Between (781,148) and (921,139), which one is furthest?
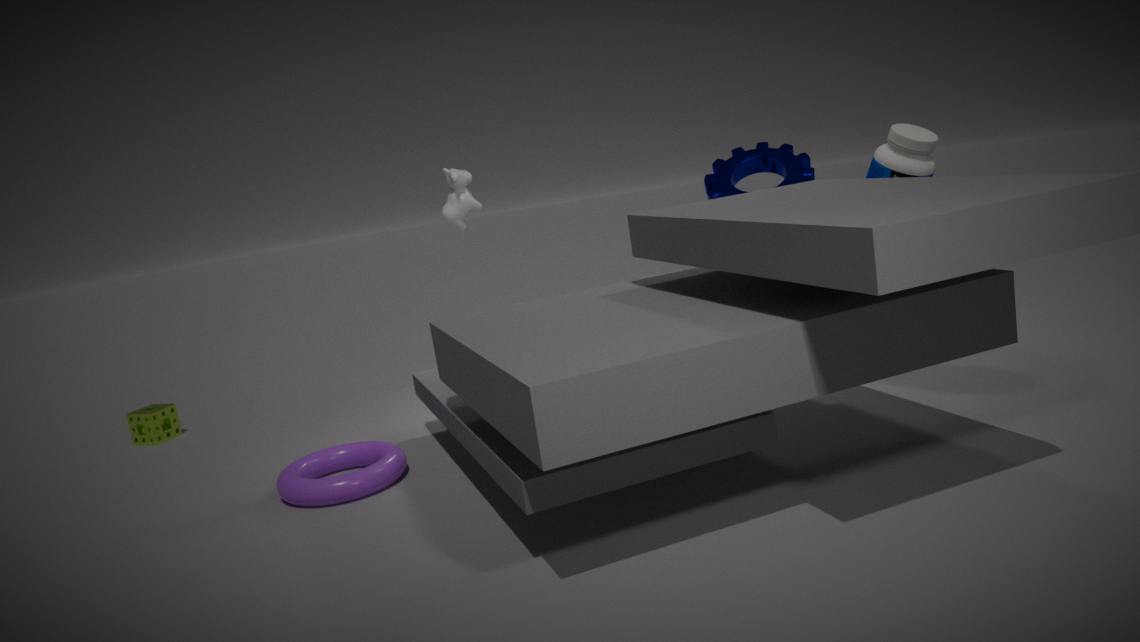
(781,148)
